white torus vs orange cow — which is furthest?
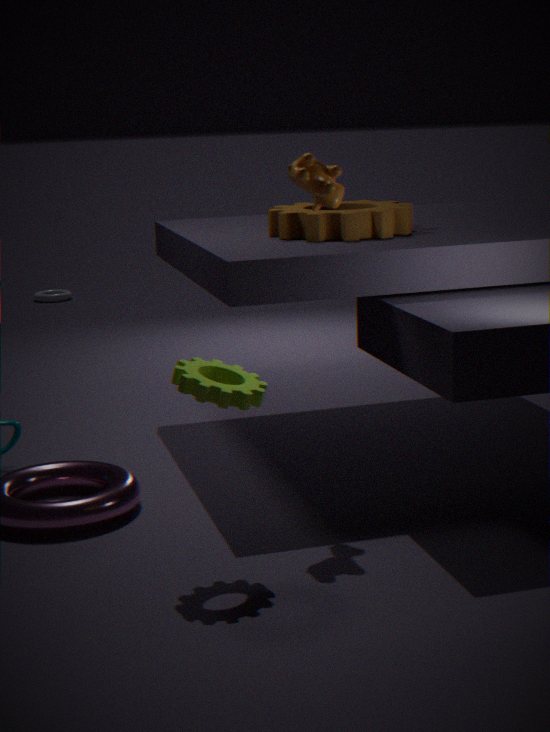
white torus
